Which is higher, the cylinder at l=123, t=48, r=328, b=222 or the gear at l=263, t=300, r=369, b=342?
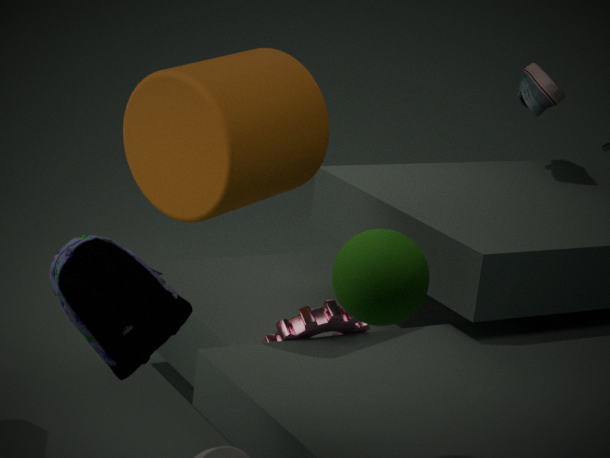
the cylinder at l=123, t=48, r=328, b=222
